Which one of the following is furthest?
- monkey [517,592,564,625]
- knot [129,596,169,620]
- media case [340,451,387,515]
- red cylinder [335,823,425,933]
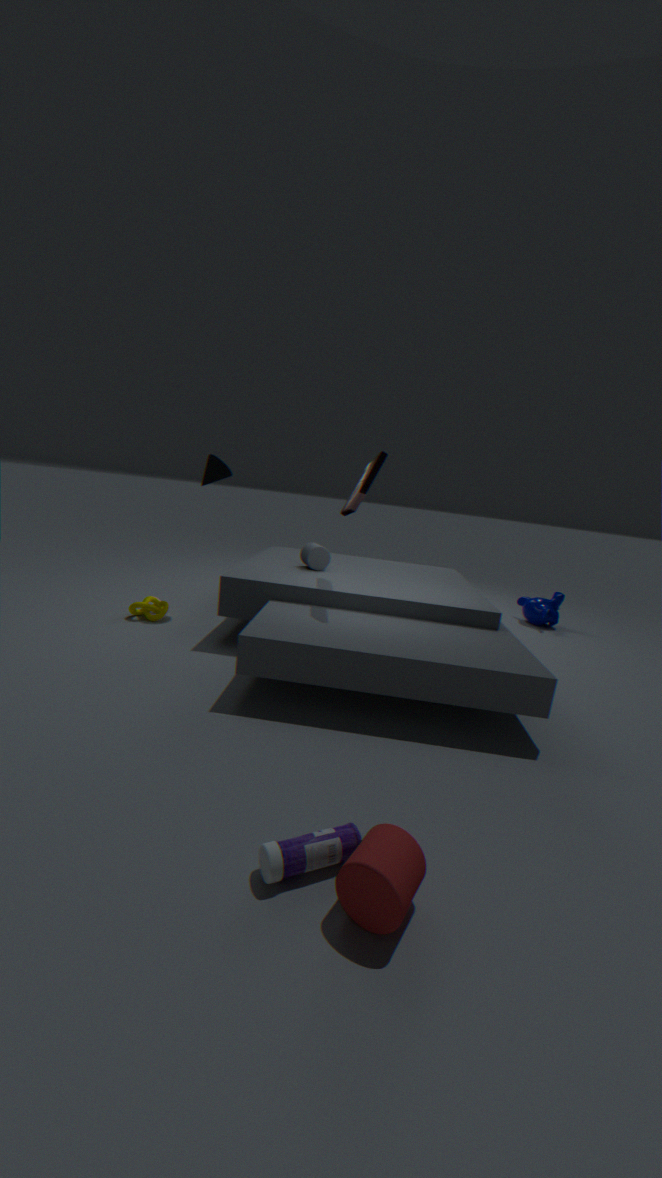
monkey [517,592,564,625]
